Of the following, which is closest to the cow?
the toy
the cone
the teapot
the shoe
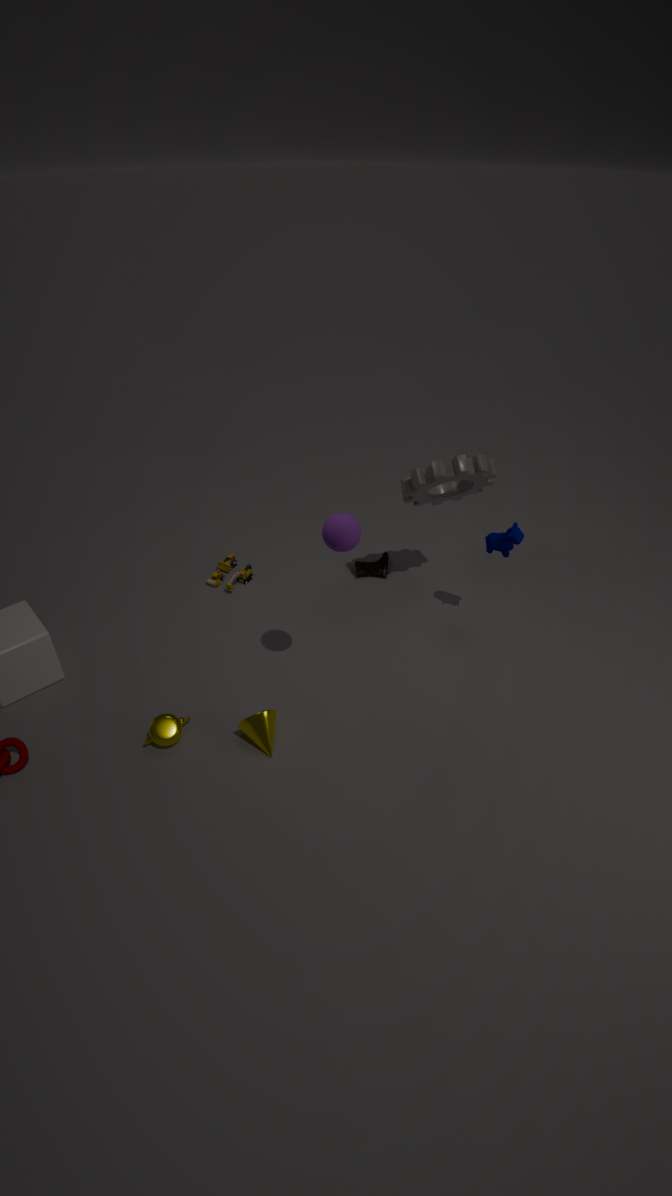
the shoe
